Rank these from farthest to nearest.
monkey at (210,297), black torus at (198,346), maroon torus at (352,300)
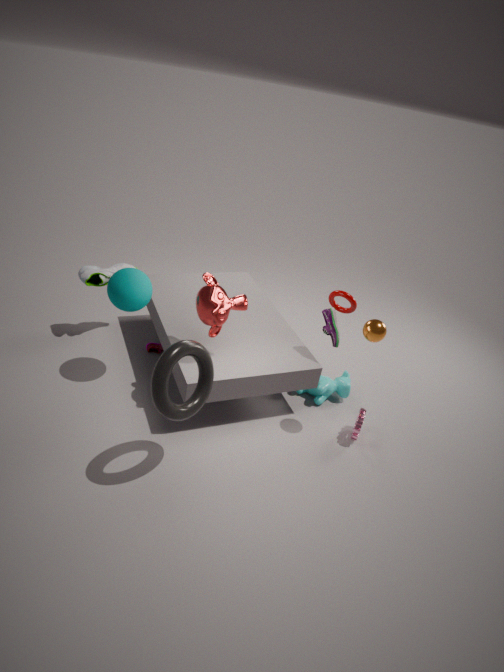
maroon torus at (352,300) → monkey at (210,297) → black torus at (198,346)
